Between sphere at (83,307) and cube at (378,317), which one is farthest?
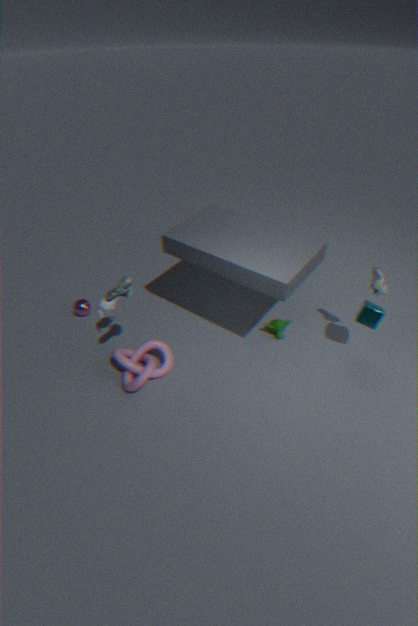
sphere at (83,307)
